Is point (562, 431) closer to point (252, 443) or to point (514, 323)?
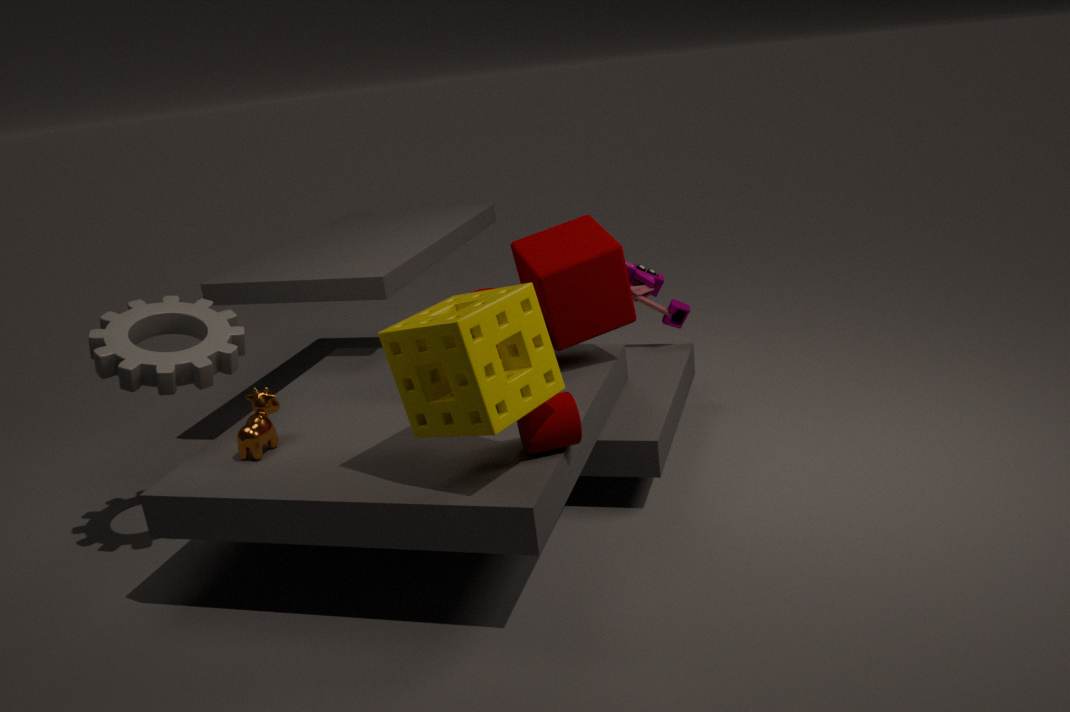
point (514, 323)
